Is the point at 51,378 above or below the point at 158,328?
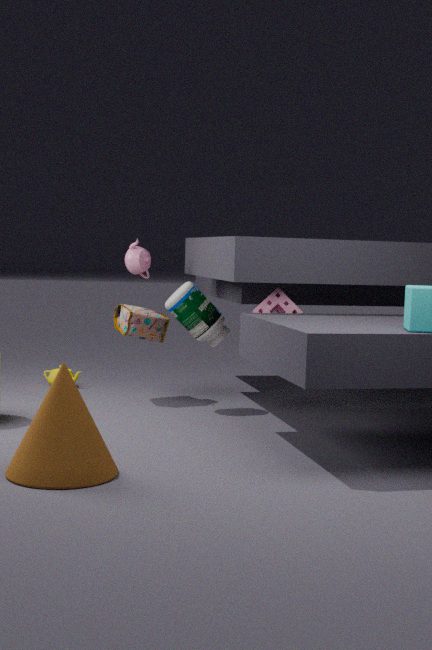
below
